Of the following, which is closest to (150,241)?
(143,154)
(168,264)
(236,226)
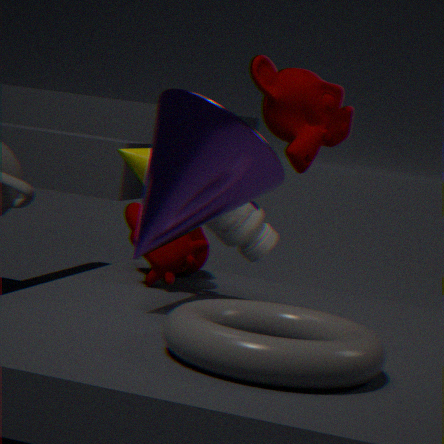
(143,154)
